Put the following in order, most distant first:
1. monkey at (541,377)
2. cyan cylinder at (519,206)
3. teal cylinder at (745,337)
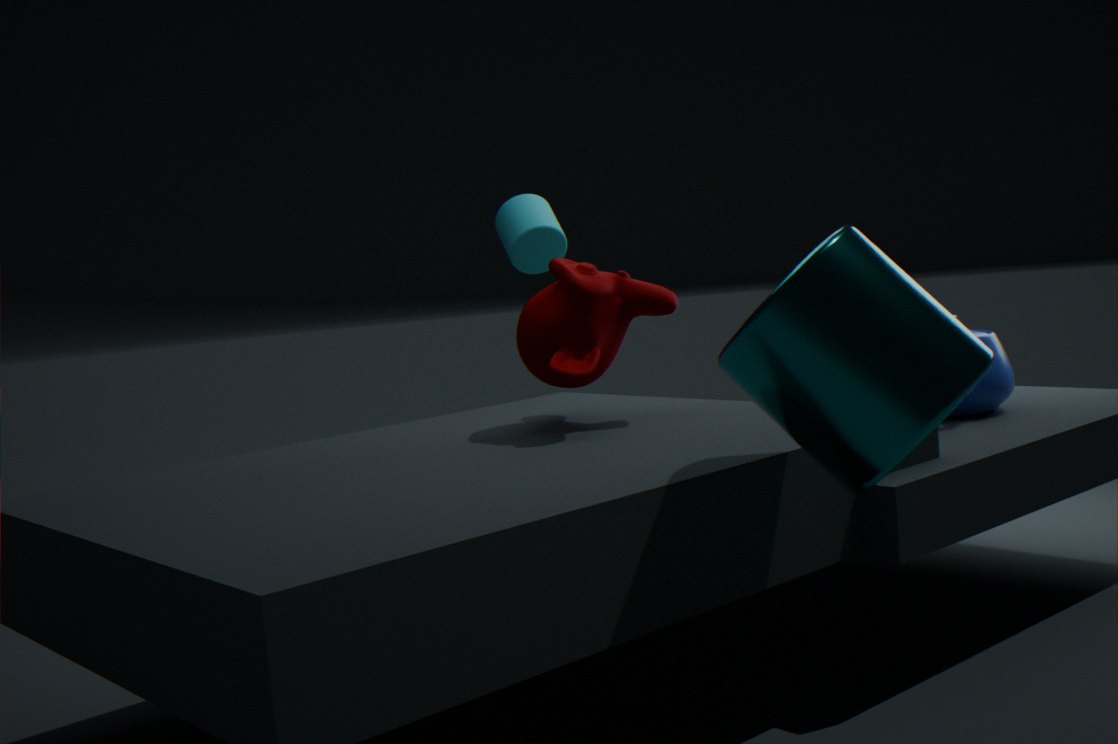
cyan cylinder at (519,206) → monkey at (541,377) → teal cylinder at (745,337)
